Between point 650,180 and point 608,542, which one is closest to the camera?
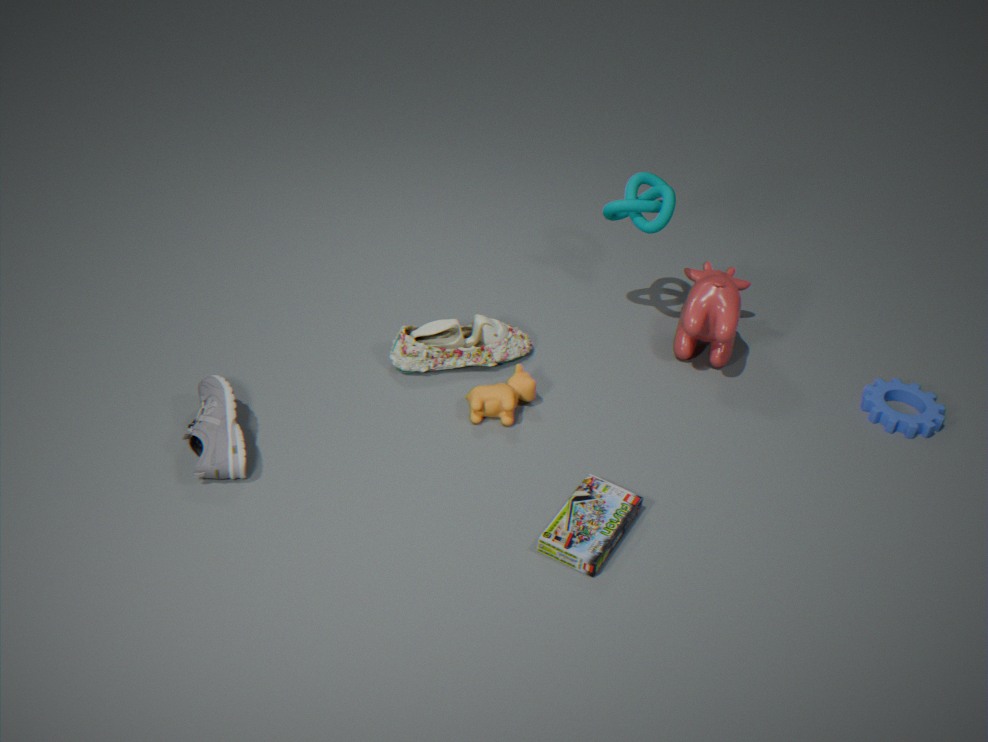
point 608,542
